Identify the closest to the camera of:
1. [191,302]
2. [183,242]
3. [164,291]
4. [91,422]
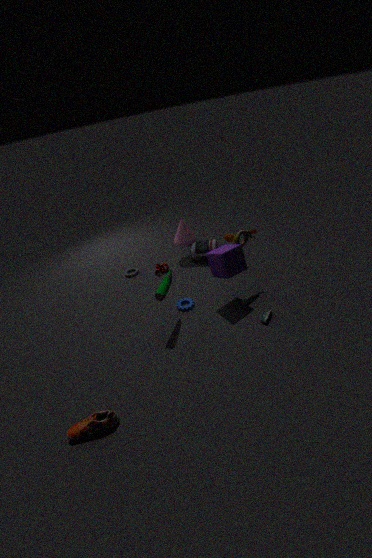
[91,422]
